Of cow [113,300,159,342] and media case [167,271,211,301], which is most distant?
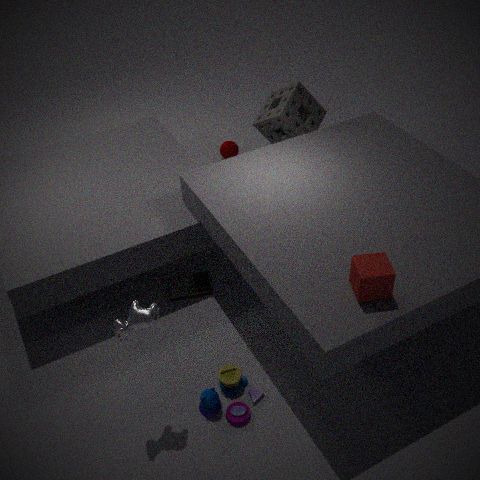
media case [167,271,211,301]
